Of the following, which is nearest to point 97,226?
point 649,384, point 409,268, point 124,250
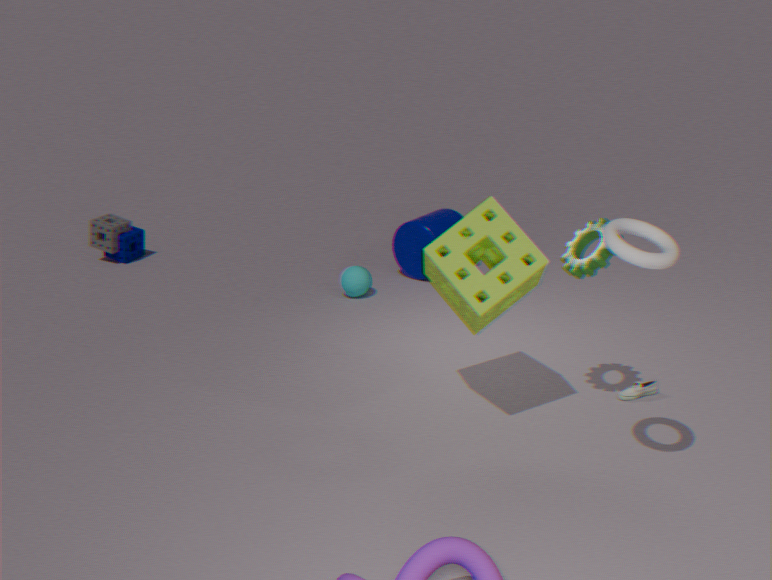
point 124,250
